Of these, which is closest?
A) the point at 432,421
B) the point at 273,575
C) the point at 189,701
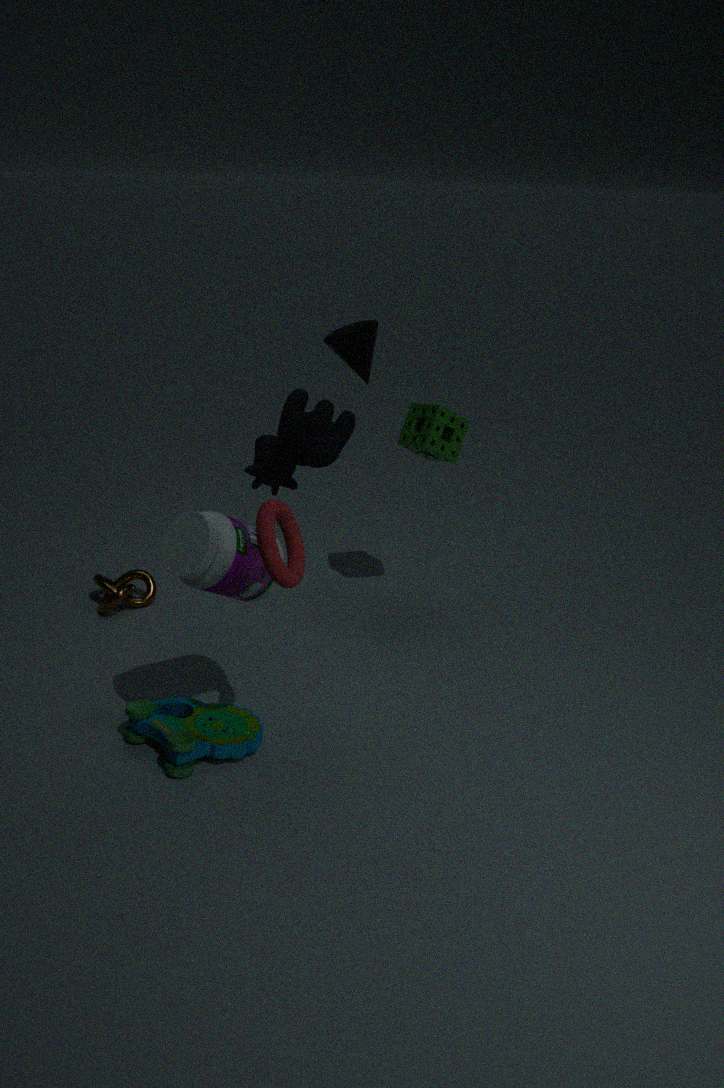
the point at 273,575
